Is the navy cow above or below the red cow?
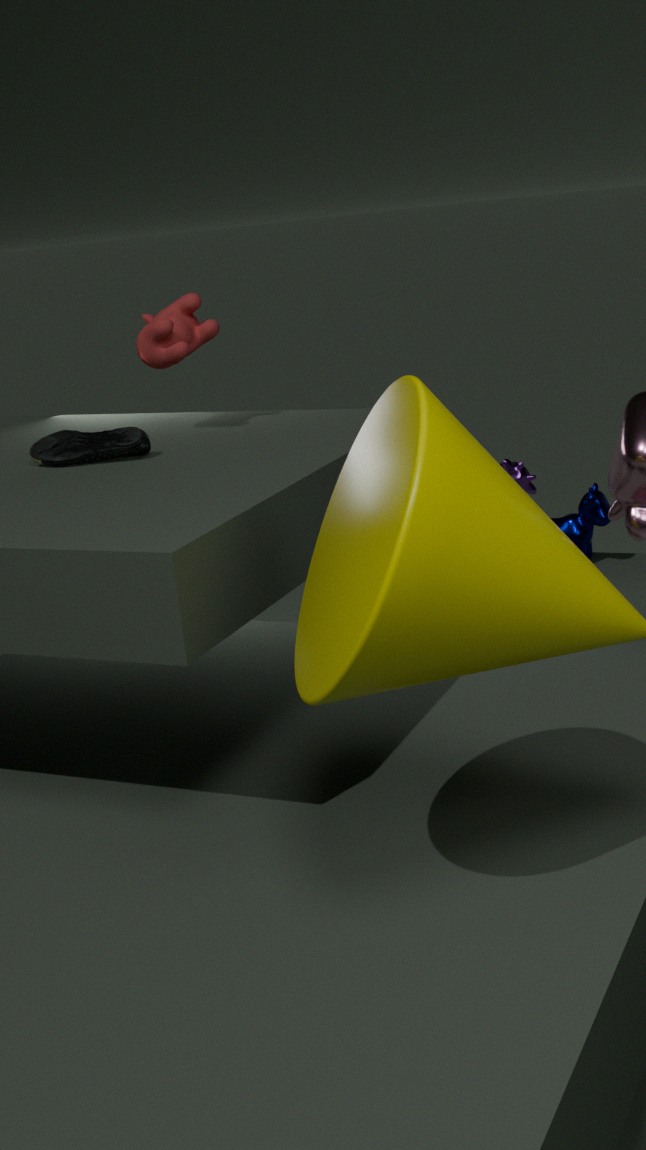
below
